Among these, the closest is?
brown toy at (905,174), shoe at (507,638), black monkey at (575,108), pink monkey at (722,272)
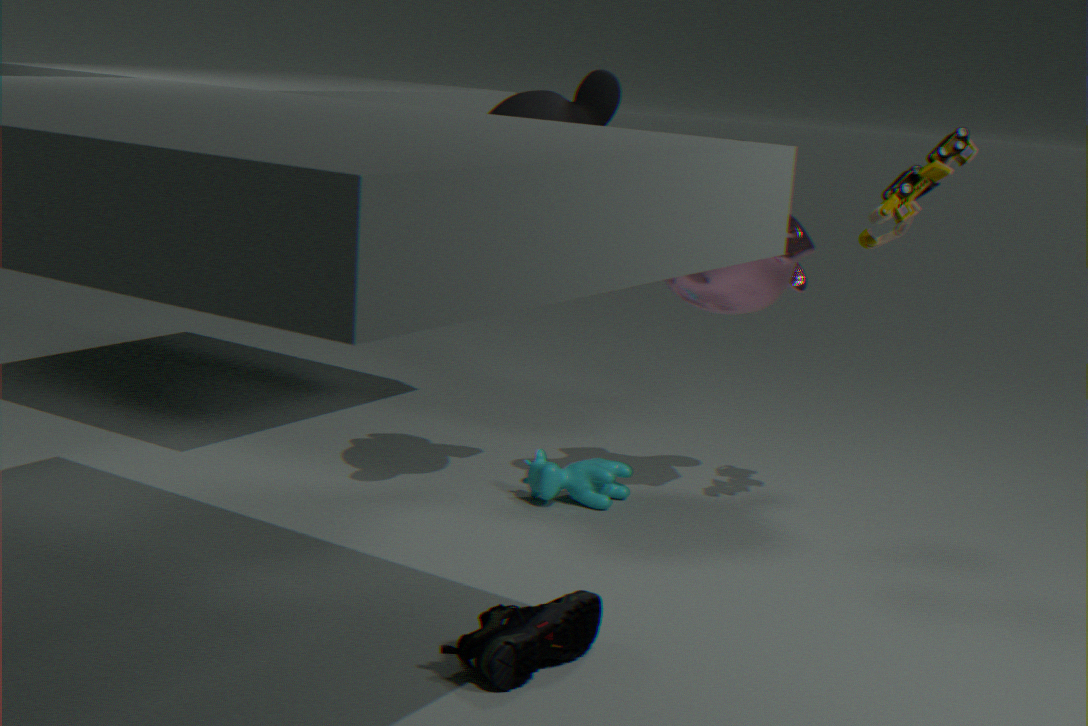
shoe at (507,638)
